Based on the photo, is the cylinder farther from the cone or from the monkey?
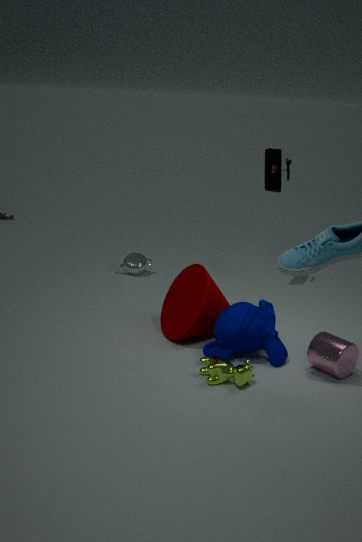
the cone
